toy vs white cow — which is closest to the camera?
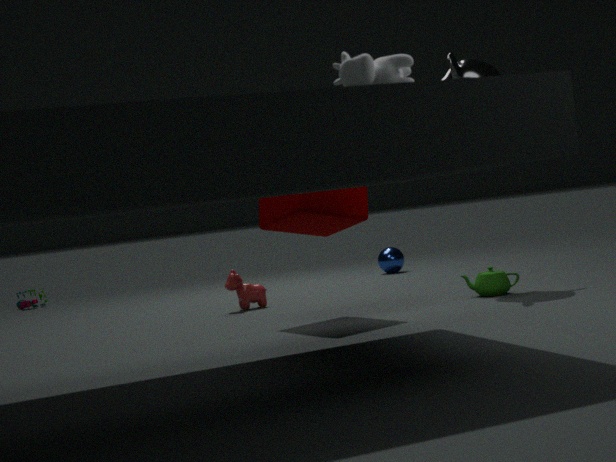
white cow
